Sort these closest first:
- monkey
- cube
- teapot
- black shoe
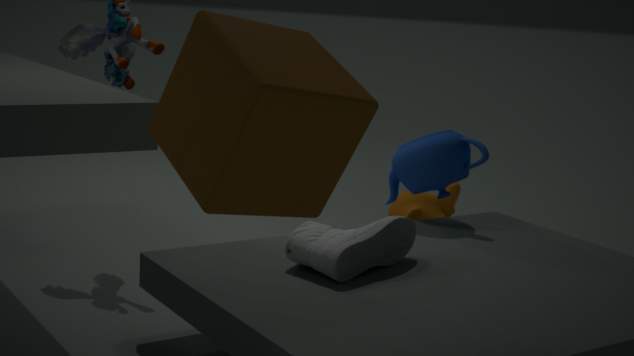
1. cube
2. black shoe
3. teapot
4. monkey
